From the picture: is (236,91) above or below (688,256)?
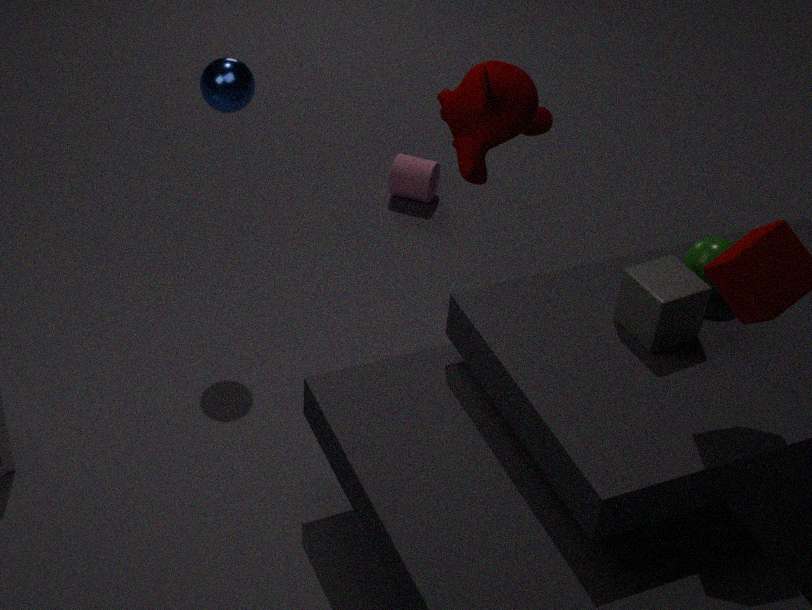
above
